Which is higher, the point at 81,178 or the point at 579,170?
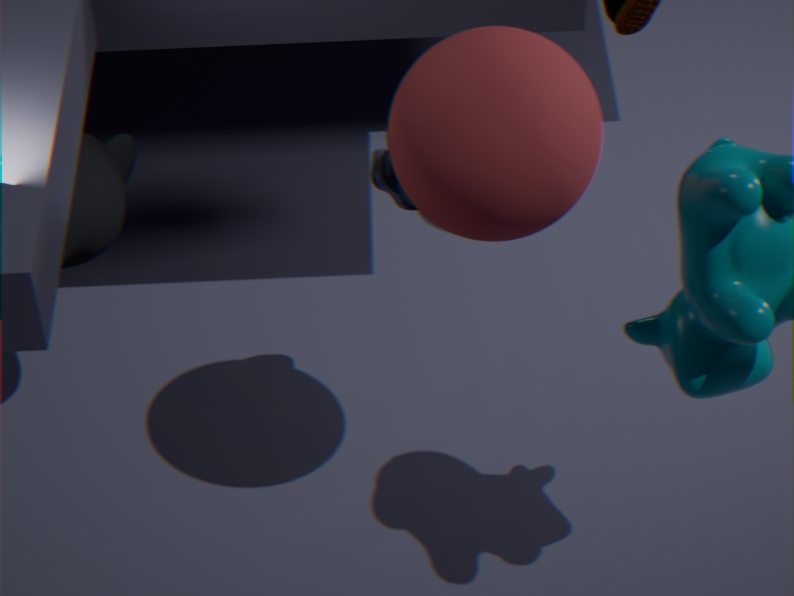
the point at 579,170
